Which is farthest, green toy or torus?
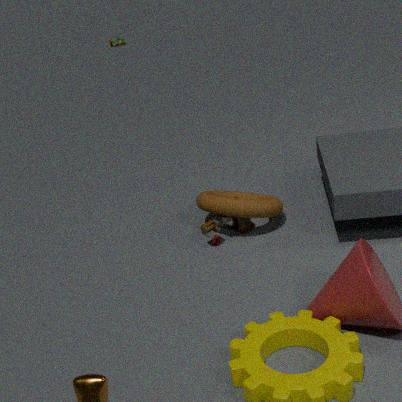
green toy
